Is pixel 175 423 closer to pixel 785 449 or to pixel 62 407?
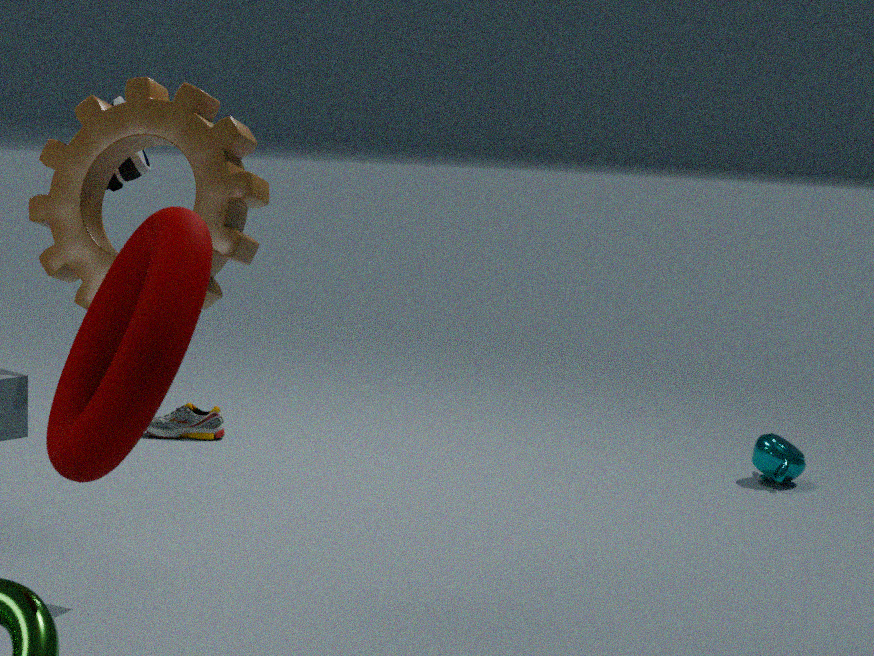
pixel 785 449
